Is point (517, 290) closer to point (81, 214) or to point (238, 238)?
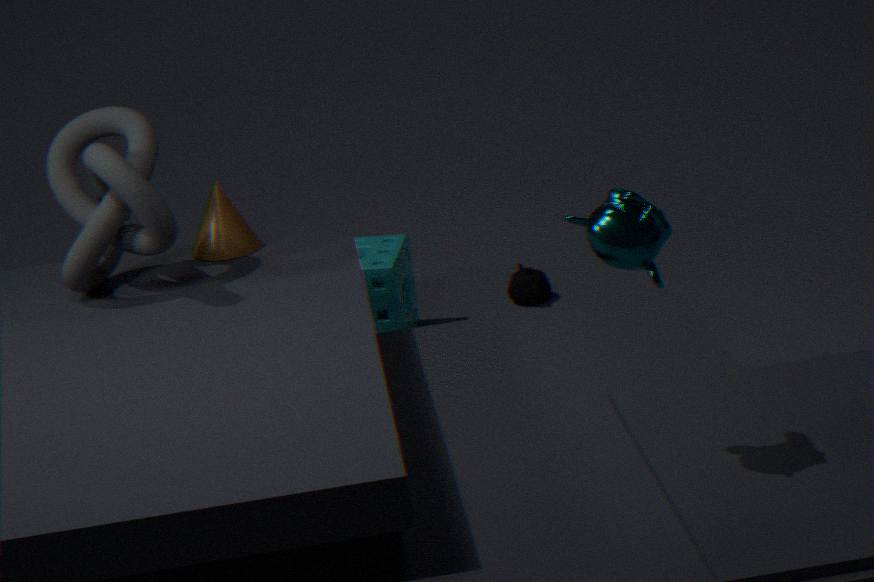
point (238, 238)
